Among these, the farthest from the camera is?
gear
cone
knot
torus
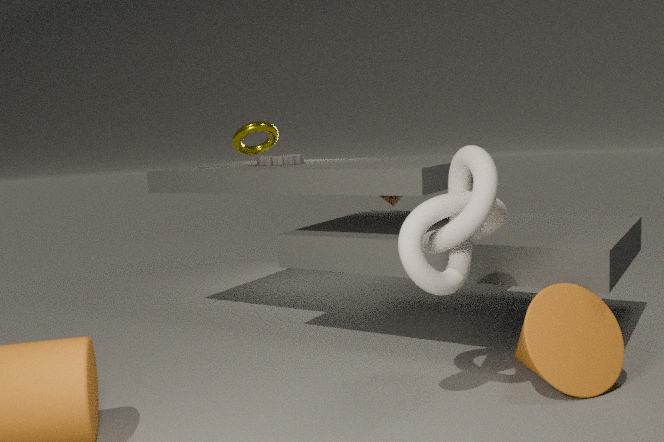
gear
